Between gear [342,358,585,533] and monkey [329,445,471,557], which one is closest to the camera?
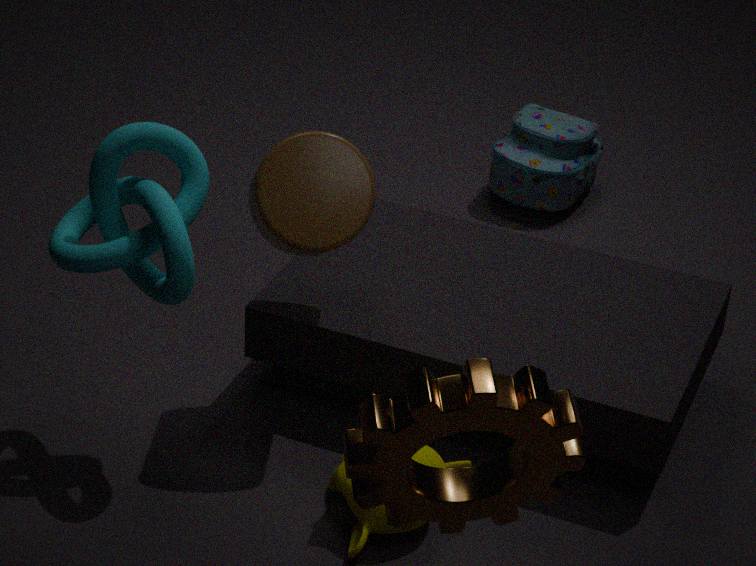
gear [342,358,585,533]
